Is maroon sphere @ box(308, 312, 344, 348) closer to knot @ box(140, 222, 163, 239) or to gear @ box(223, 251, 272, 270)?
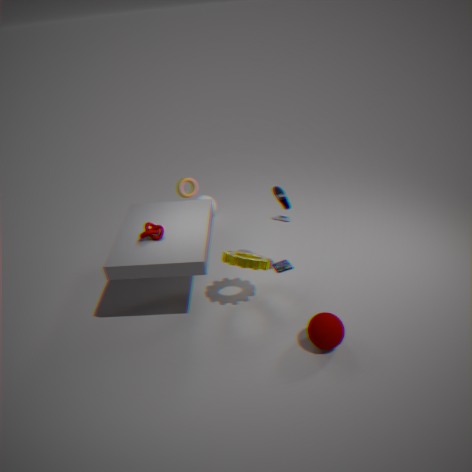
gear @ box(223, 251, 272, 270)
